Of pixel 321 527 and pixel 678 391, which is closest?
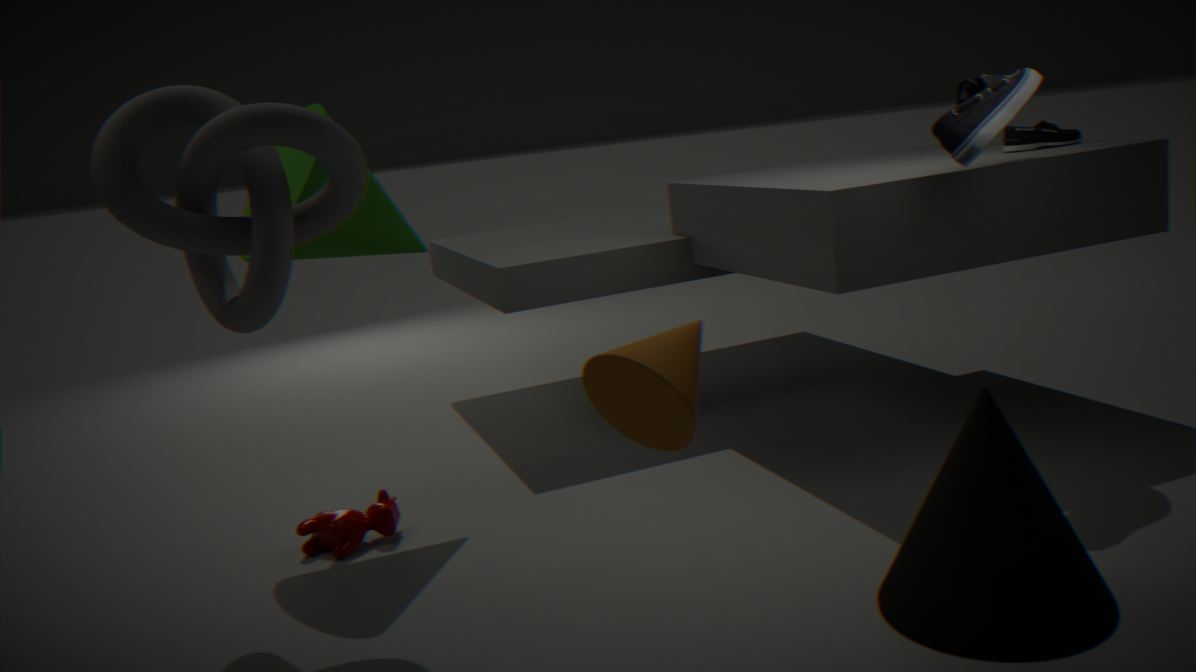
pixel 678 391
